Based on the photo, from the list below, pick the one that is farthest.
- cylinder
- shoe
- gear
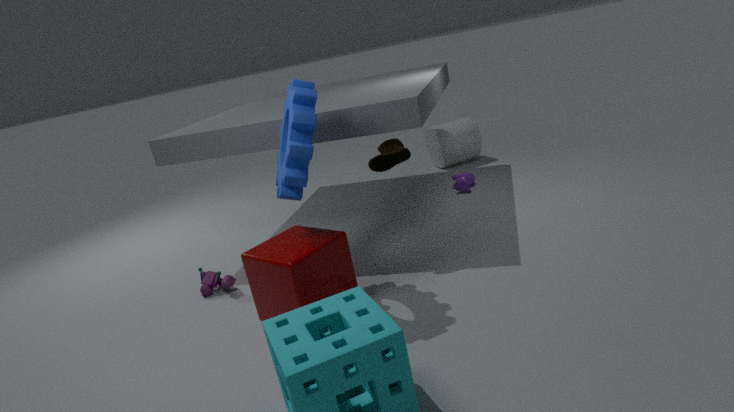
cylinder
